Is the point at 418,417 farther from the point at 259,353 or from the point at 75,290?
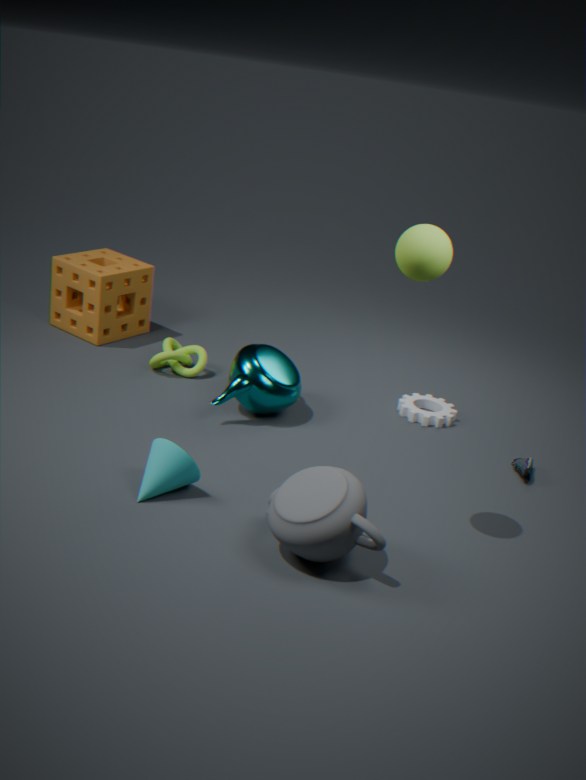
the point at 75,290
